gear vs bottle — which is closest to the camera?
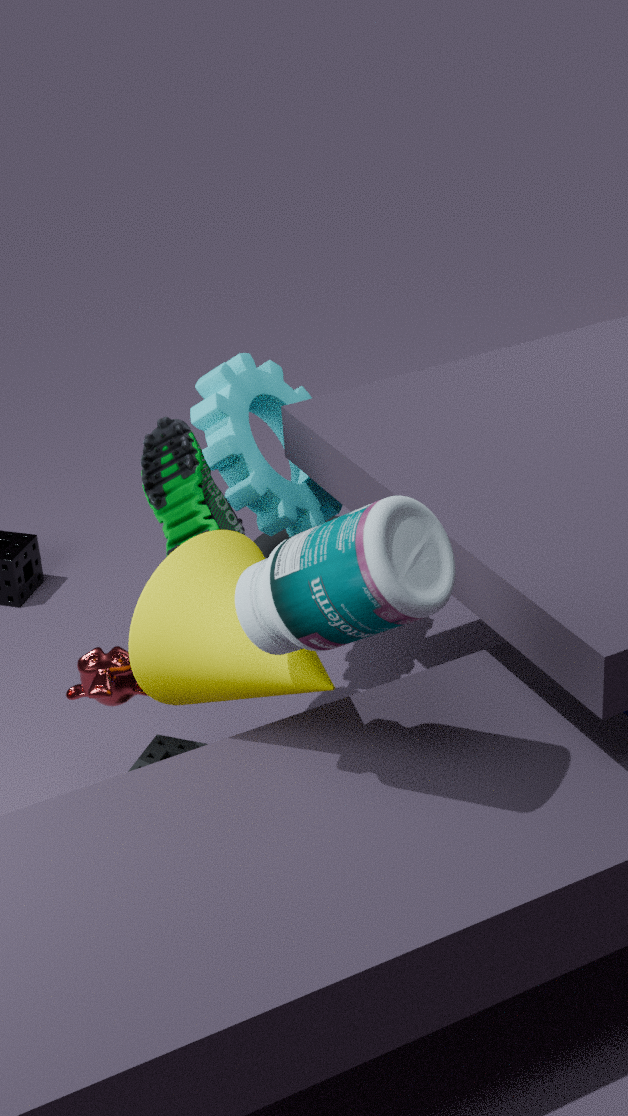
bottle
